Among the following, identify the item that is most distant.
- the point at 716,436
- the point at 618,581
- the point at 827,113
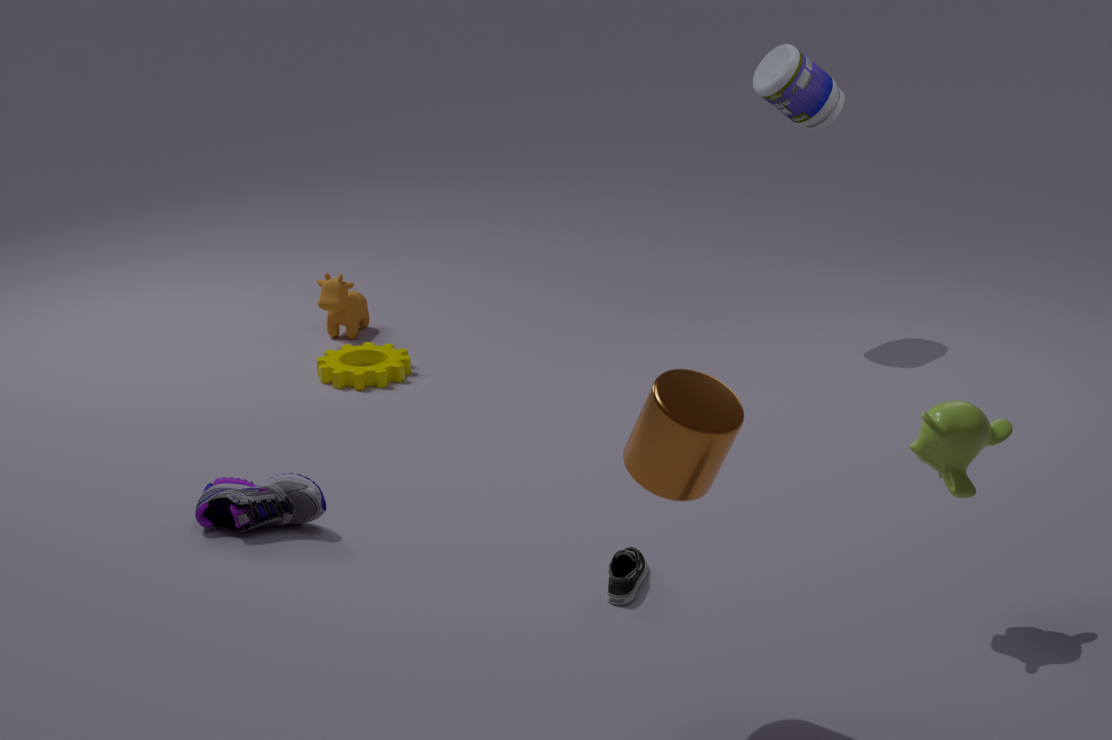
the point at 827,113
